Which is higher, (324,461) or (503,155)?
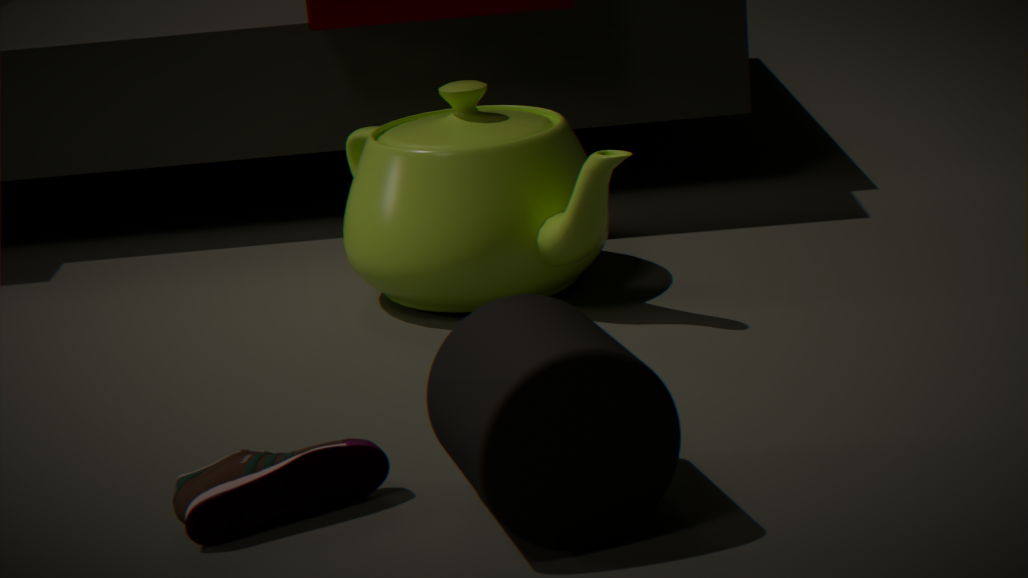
(503,155)
